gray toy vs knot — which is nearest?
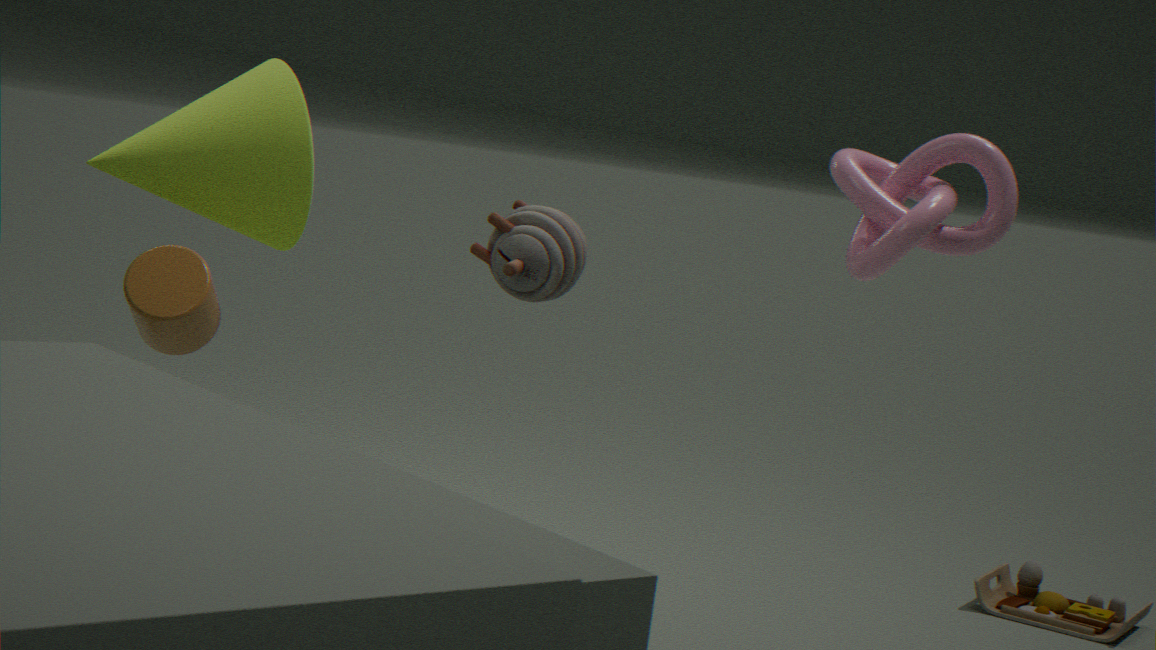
knot
